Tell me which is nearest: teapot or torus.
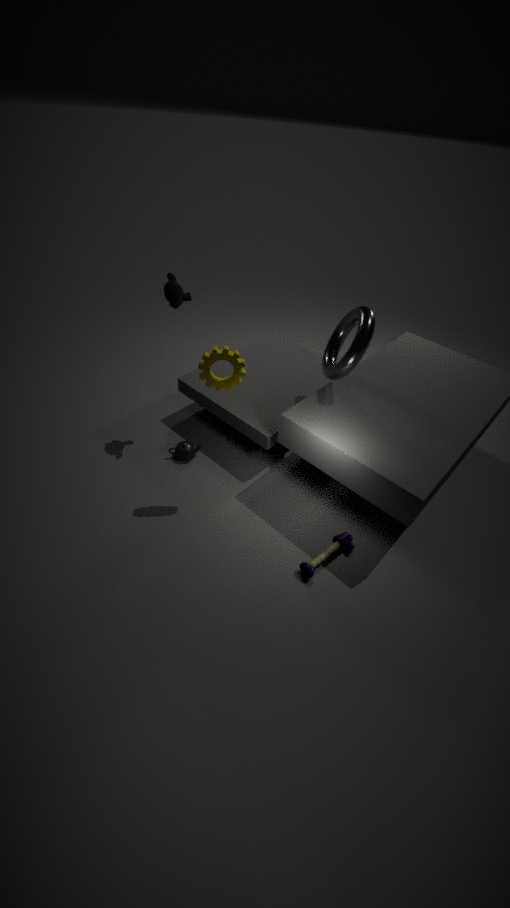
torus
